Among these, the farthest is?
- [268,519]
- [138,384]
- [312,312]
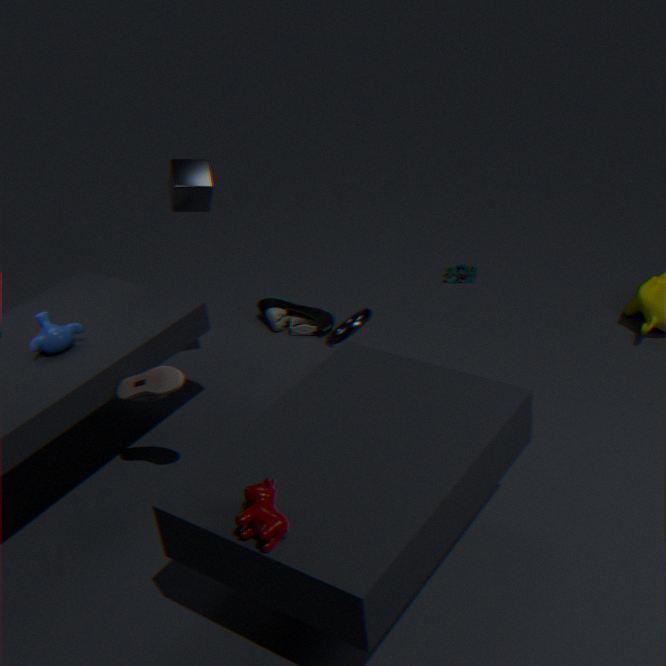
[312,312]
